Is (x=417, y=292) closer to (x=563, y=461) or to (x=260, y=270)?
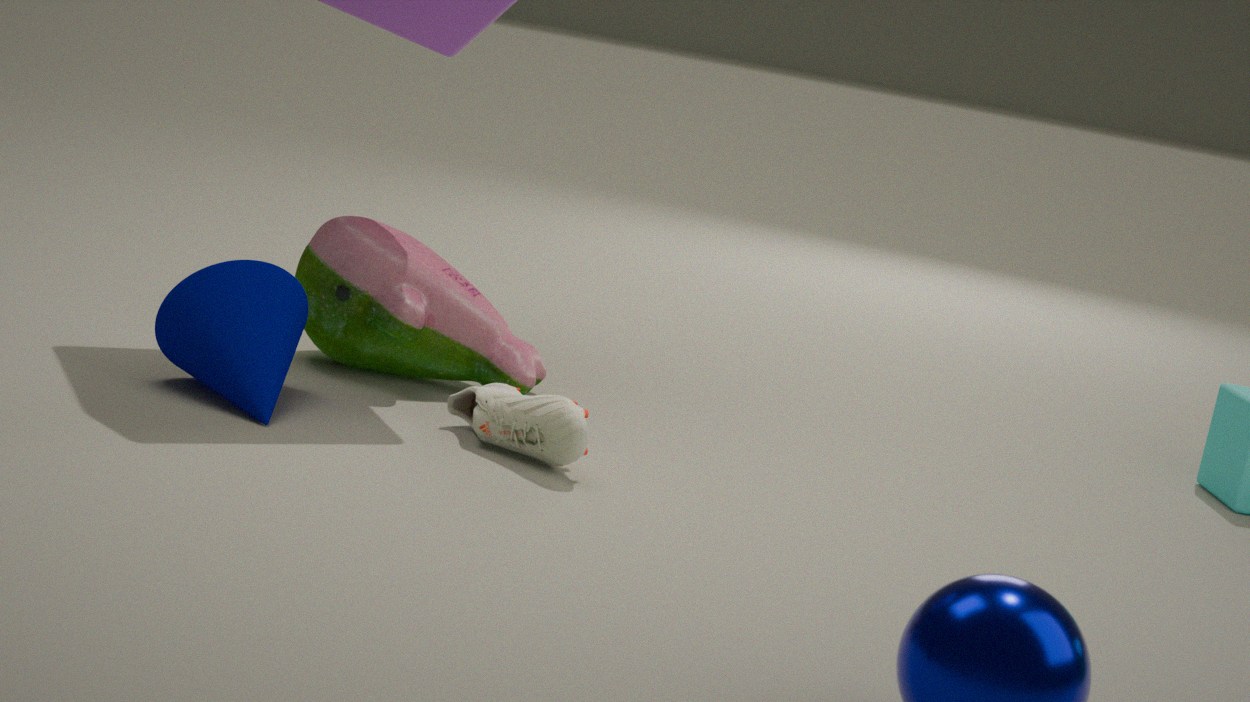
(x=260, y=270)
